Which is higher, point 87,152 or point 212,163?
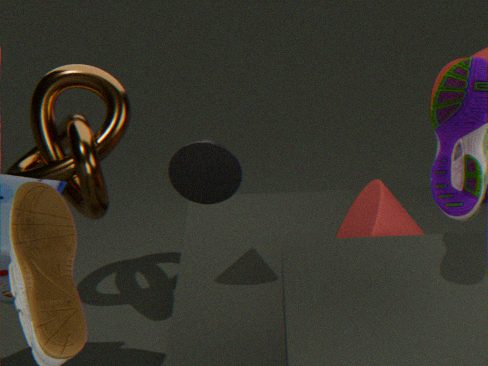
point 212,163
